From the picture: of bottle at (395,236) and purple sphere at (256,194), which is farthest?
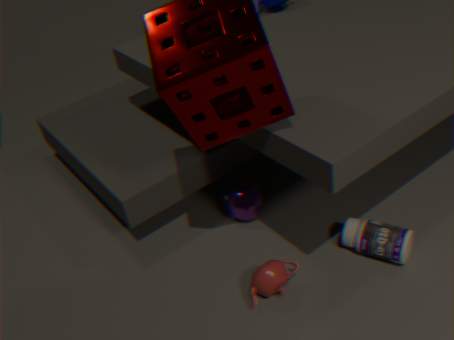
purple sphere at (256,194)
